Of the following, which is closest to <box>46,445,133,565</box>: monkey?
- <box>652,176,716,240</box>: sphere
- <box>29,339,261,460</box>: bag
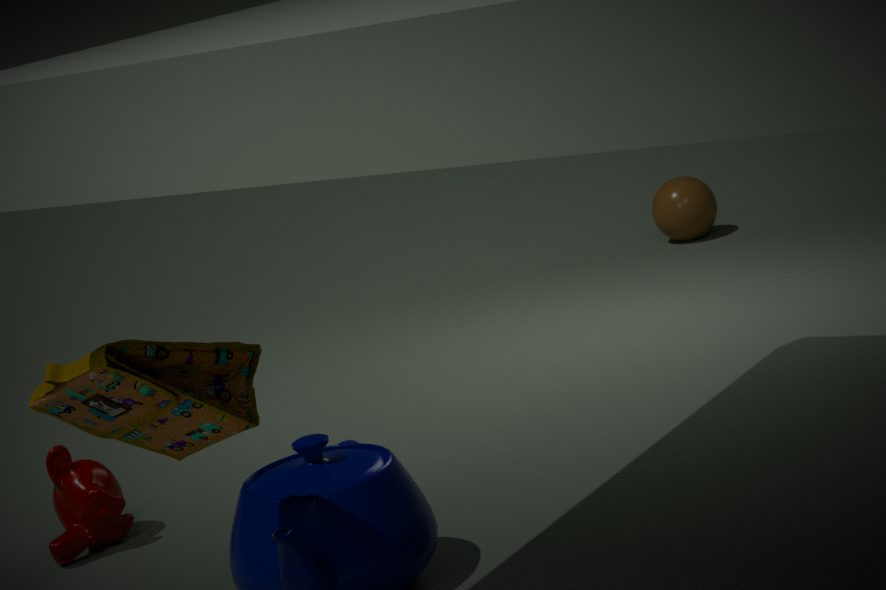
<box>29,339,261,460</box>: bag
